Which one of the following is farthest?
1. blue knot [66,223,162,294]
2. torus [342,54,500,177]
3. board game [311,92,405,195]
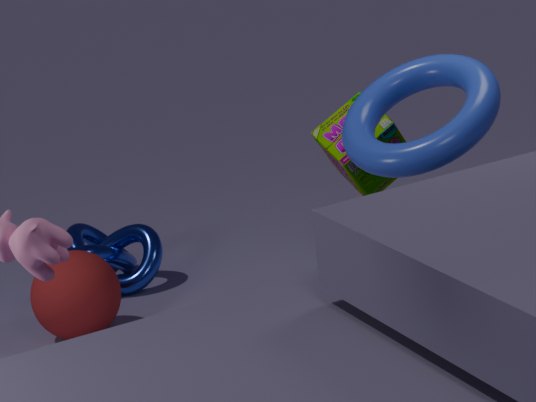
blue knot [66,223,162,294]
